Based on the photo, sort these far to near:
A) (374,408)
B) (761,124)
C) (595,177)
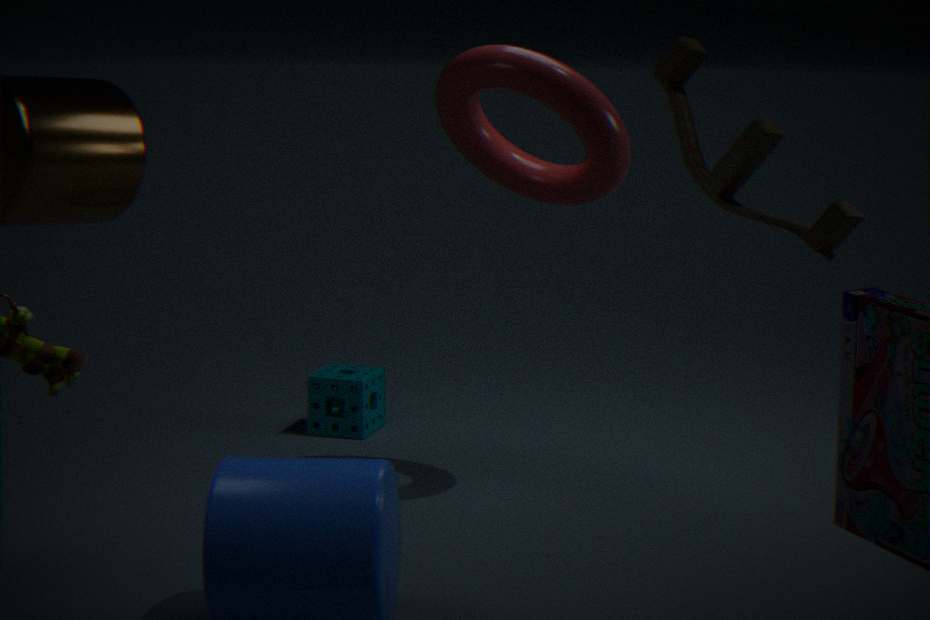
(374,408) → (595,177) → (761,124)
